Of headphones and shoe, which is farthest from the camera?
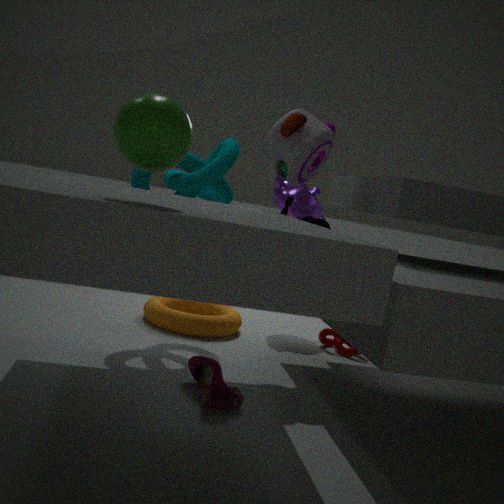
headphones
